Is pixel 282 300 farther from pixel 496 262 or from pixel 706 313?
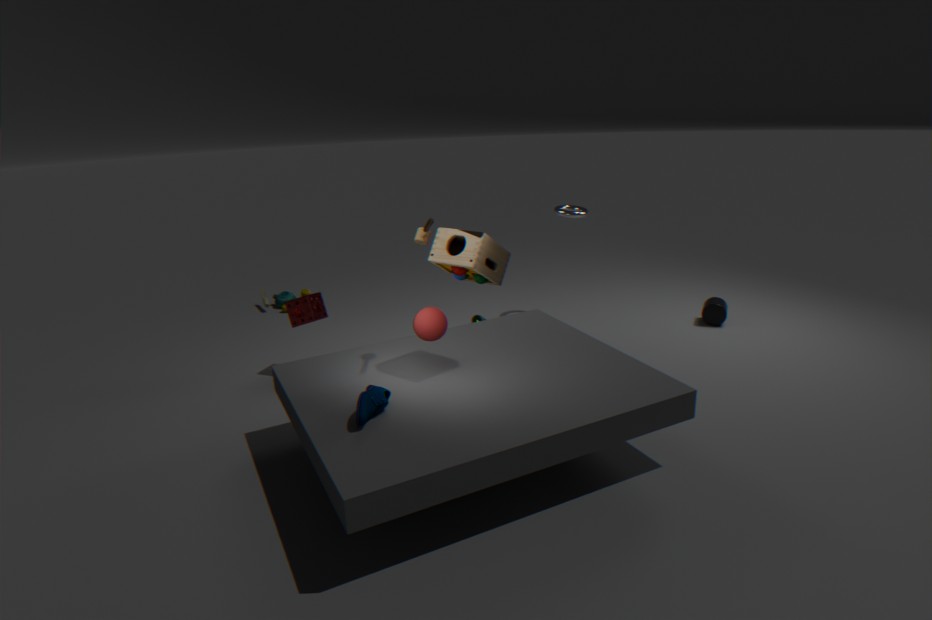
pixel 706 313
